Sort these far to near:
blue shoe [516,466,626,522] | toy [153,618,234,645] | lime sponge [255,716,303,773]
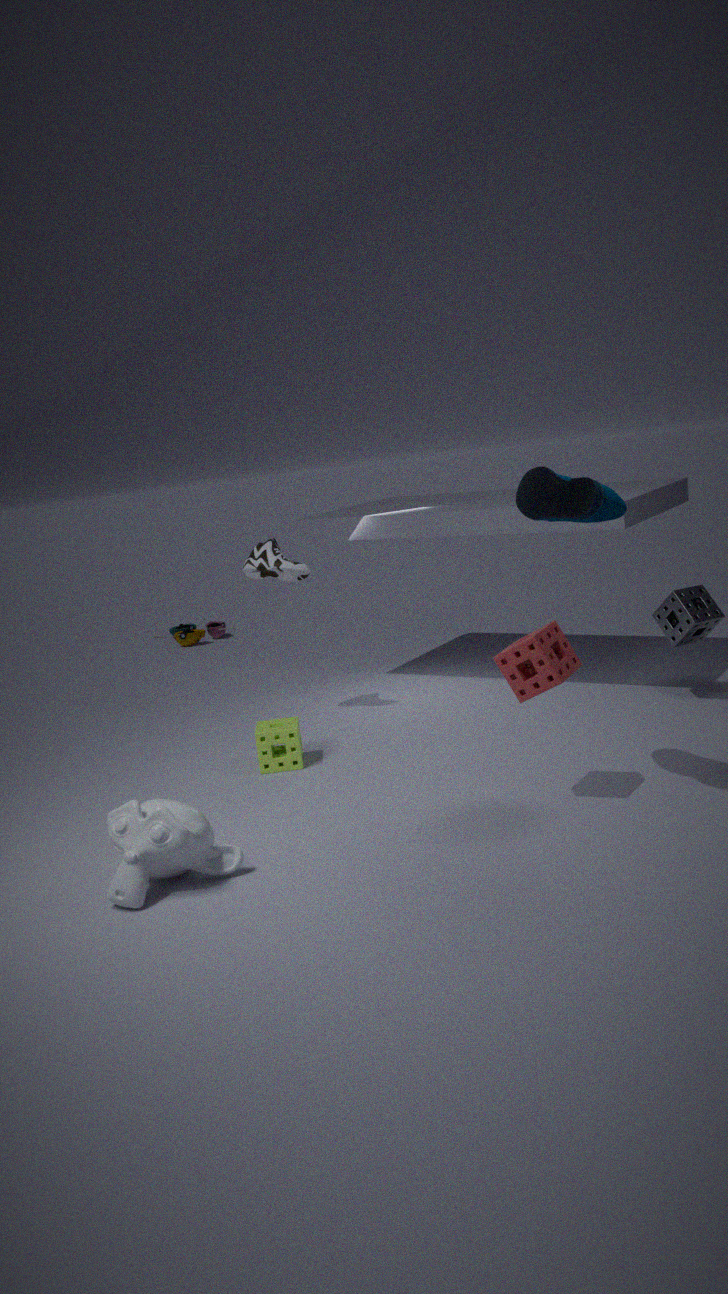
toy [153,618,234,645] → lime sponge [255,716,303,773] → blue shoe [516,466,626,522]
